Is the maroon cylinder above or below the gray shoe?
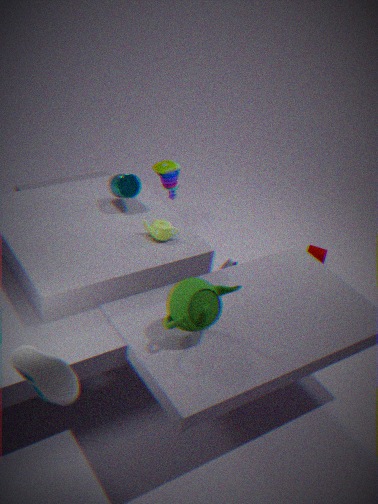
below
